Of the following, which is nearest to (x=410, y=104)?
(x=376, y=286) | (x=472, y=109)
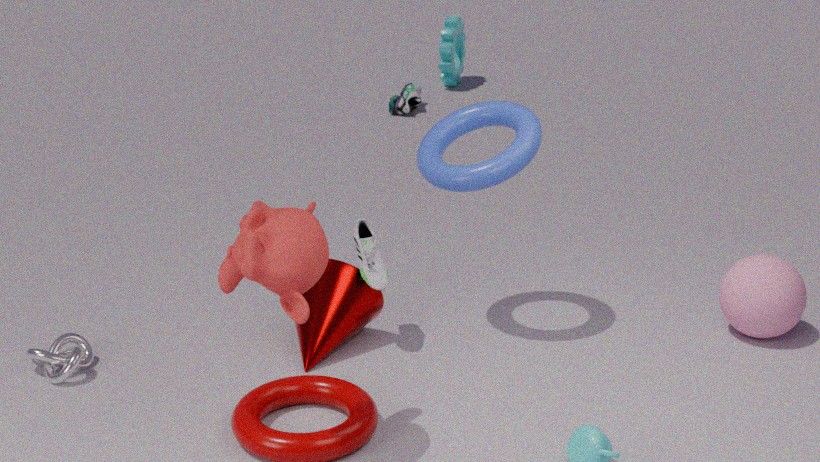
(x=472, y=109)
